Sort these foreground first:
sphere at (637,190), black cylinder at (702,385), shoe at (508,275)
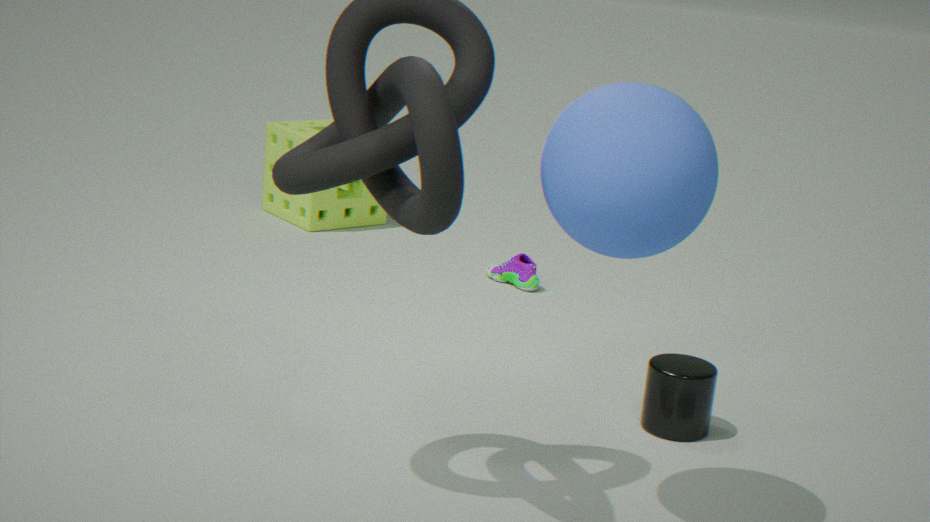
sphere at (637,190) → black cylinder at (702,385) → shoe at (508,275)
